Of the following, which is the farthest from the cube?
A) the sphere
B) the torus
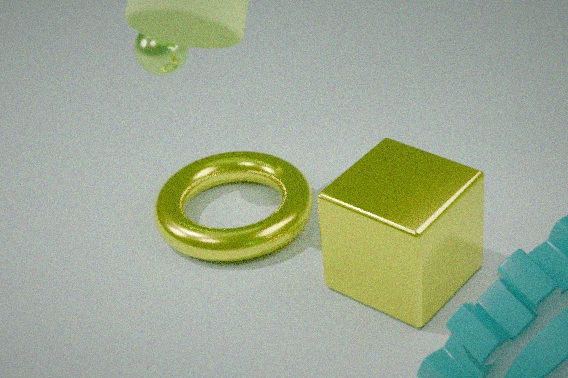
the sphere
